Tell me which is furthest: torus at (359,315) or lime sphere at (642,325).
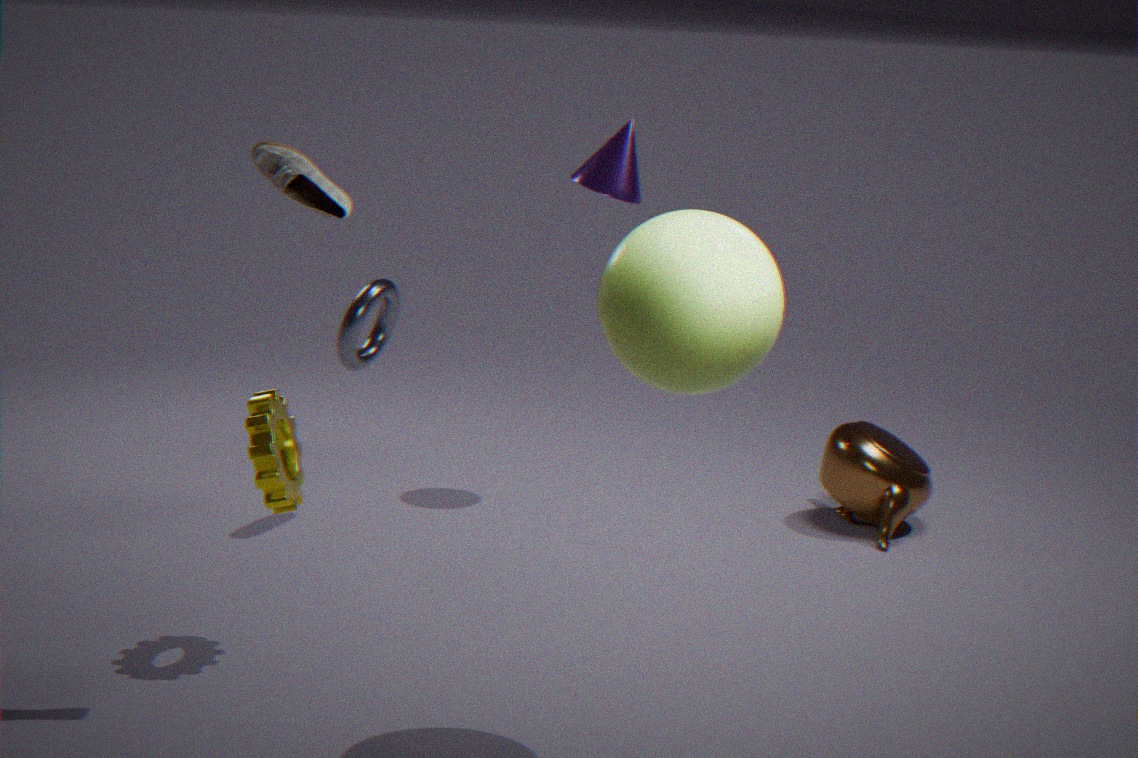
torus at (359,315)
